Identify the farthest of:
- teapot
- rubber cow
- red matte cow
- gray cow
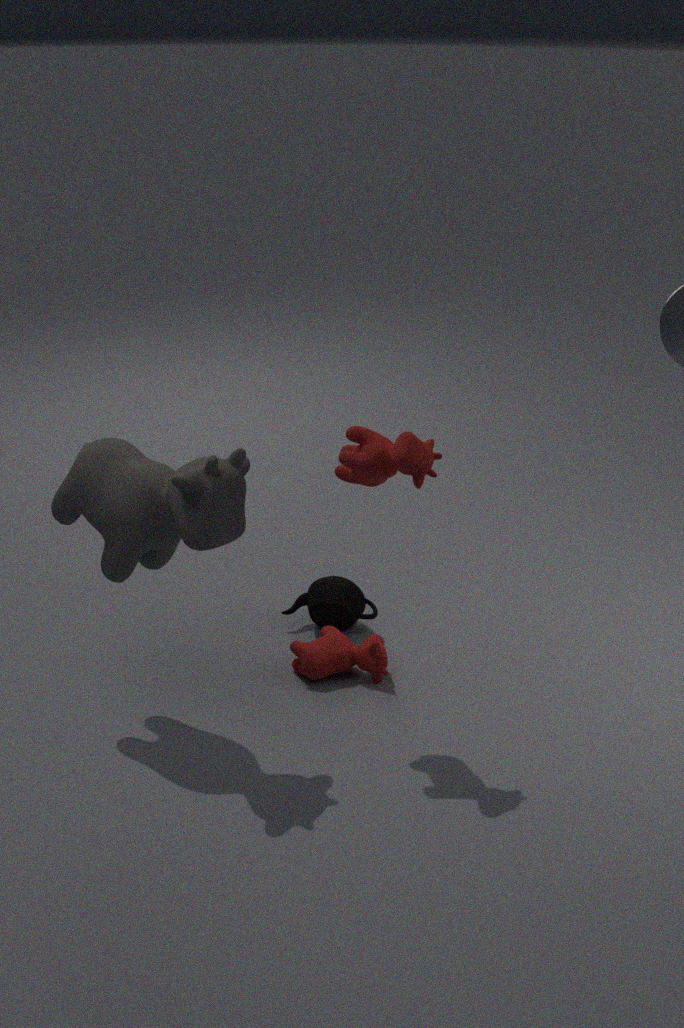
teapot
